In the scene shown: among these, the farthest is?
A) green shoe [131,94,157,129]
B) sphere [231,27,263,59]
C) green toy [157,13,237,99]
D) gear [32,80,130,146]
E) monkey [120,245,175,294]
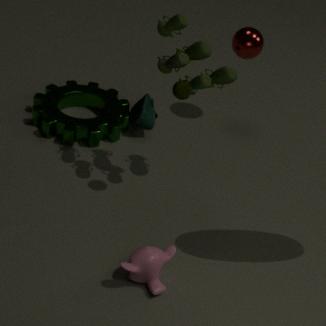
sphere [231,27,263,59]
